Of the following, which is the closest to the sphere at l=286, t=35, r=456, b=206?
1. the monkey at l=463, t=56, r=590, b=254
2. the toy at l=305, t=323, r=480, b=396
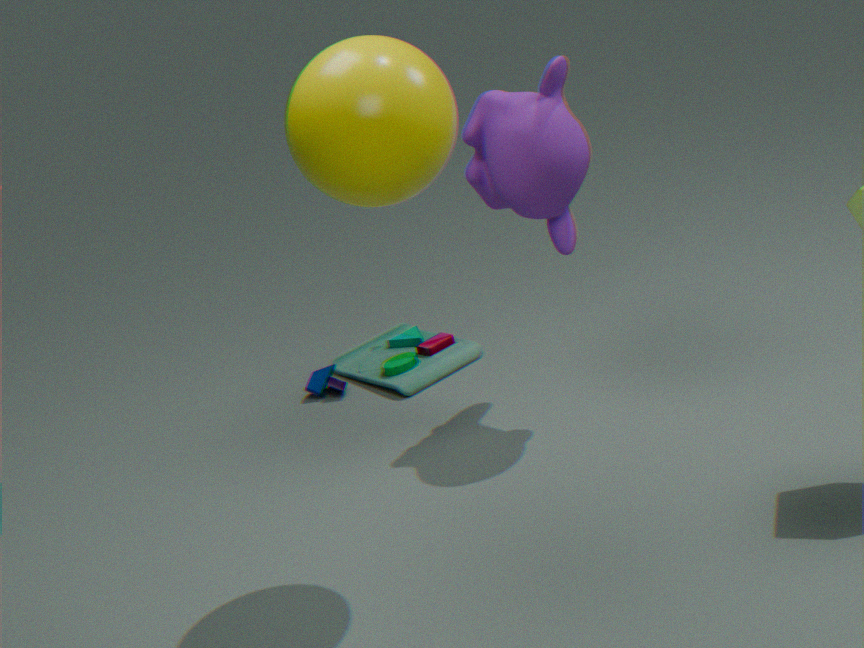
the monkey at l=463, t=56, r=590, b=254
